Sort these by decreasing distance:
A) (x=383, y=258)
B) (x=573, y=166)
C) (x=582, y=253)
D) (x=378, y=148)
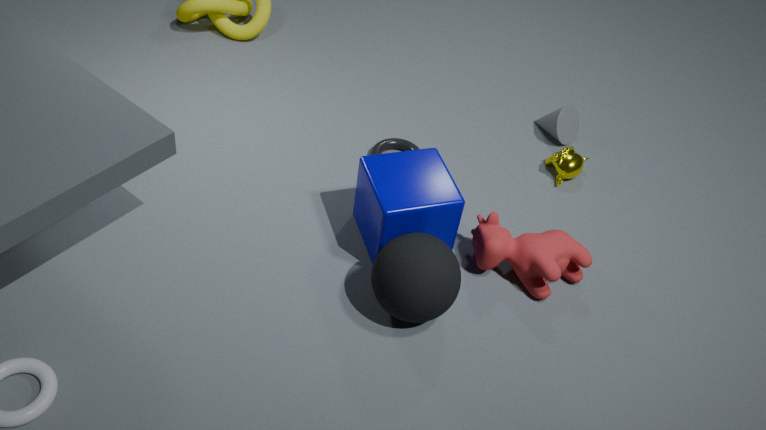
(x=378, y=148)
(x=573, y=166)
(x=582, y=253)
(x=383, y=258)
